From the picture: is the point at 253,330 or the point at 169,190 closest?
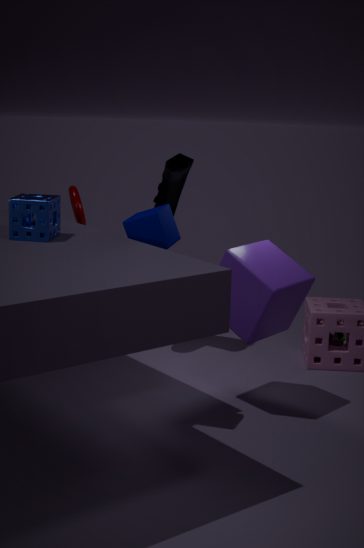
the point at 253,330
